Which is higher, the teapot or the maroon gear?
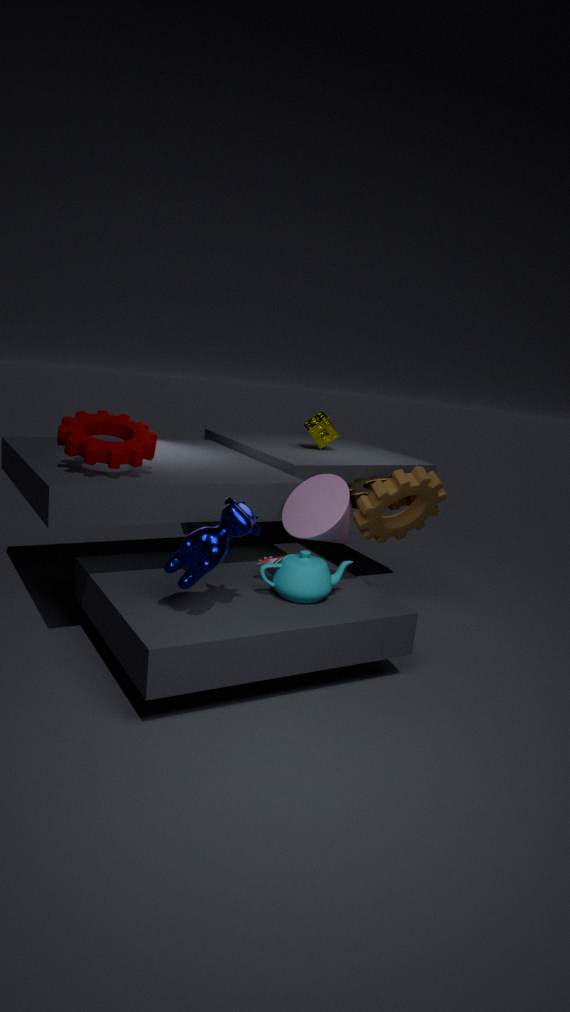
the maroon gear
